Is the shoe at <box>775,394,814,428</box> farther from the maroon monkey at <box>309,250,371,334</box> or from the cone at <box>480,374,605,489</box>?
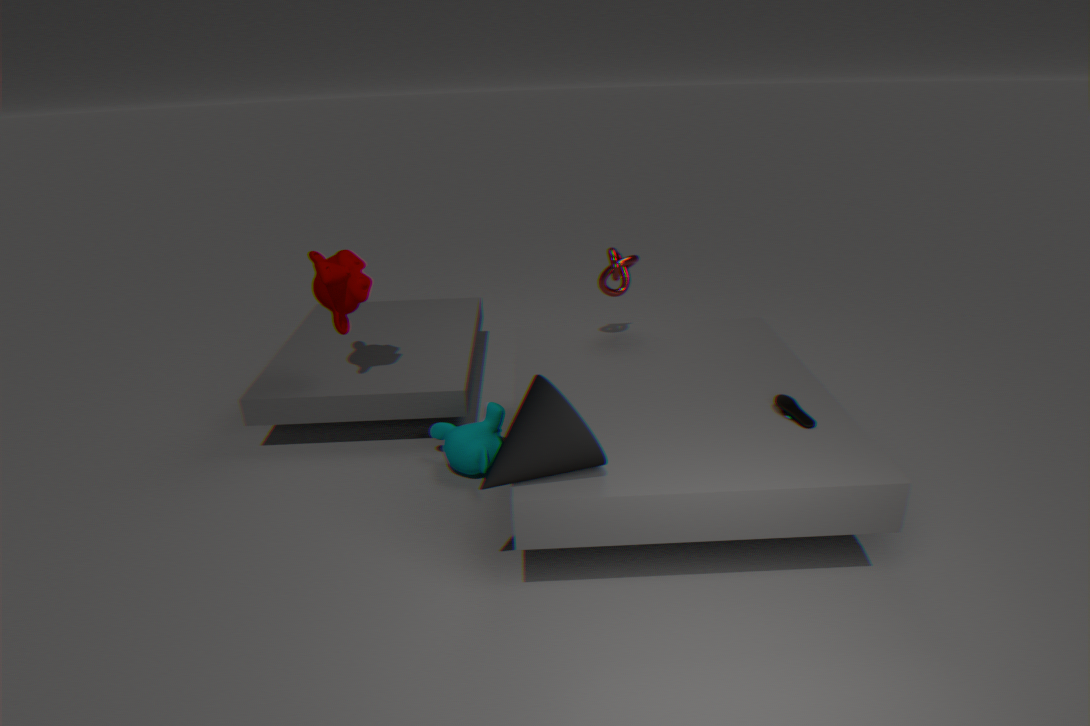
the maroon monkey at <box>309,250,371,334</box>
